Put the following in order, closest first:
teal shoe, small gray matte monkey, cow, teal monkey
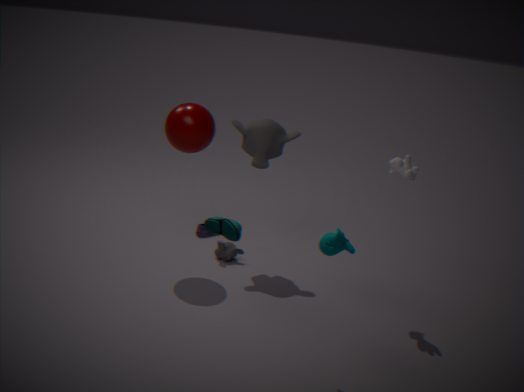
teal shoe
teal monkey
cow
small gray matte monkey
